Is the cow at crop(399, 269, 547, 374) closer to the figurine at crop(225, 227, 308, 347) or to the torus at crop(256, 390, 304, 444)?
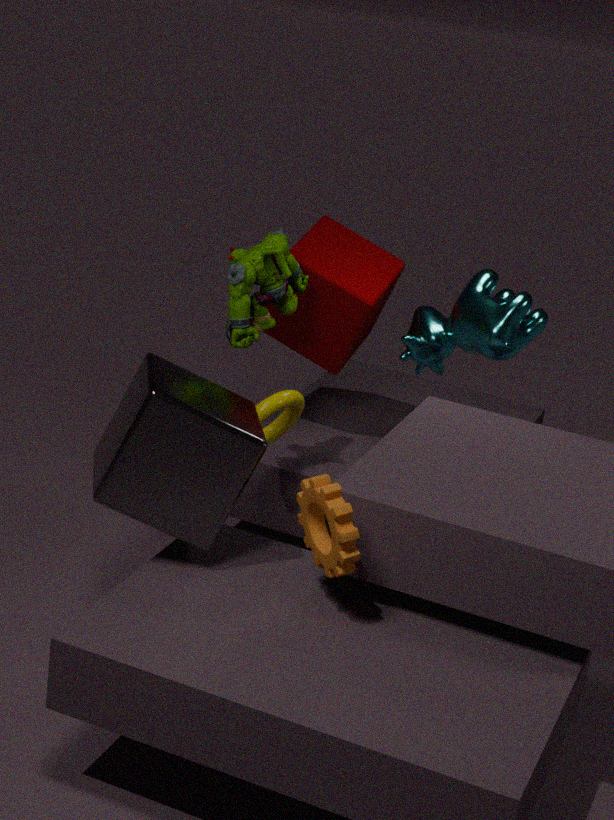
the figurine at crop(225, 227, 308, 347)
